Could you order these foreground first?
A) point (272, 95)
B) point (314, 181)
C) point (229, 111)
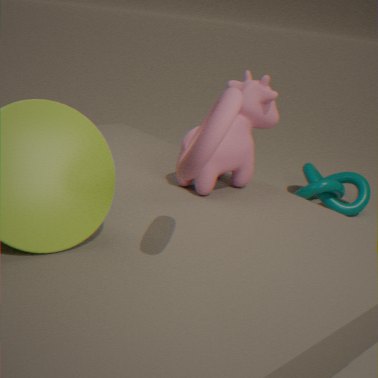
point (229, 111) → point (272, 95) → point (314, 181)
